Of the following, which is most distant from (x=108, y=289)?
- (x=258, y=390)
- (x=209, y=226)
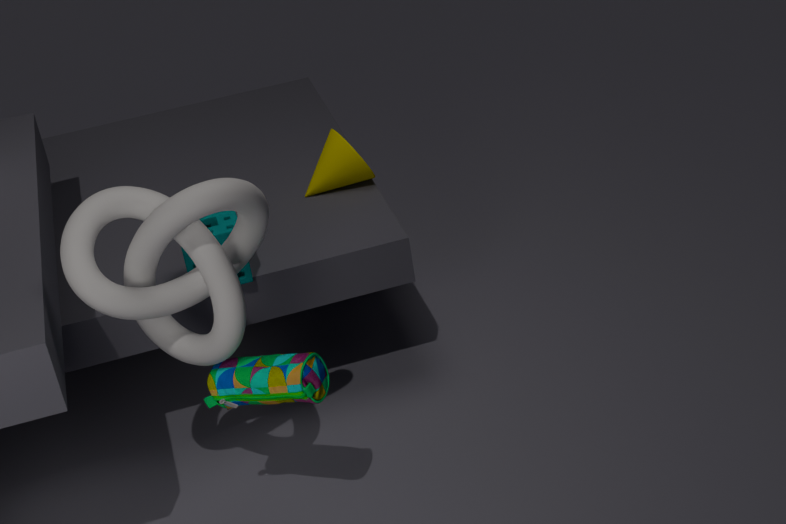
(x=209, y=226)
